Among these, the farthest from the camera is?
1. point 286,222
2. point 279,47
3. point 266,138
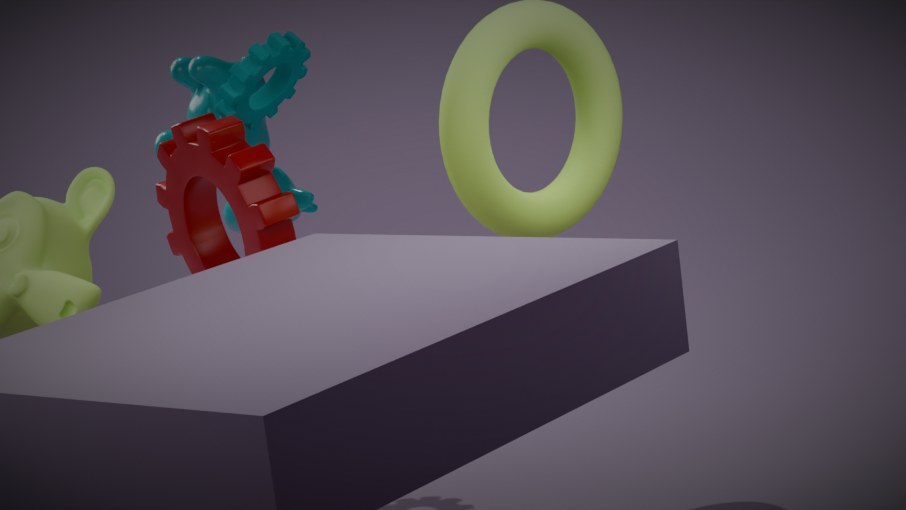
point 266,138
